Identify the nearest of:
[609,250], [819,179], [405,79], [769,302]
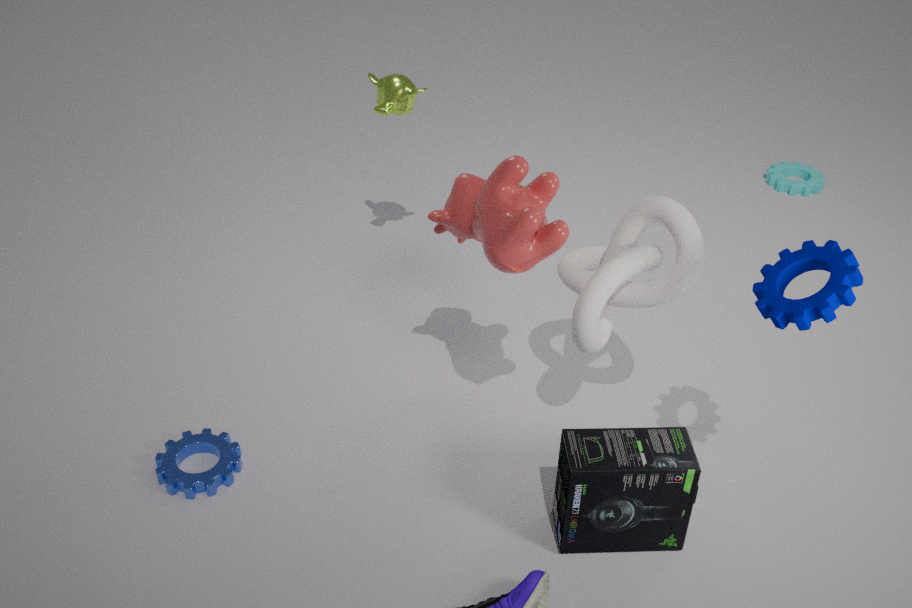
[769,302]
